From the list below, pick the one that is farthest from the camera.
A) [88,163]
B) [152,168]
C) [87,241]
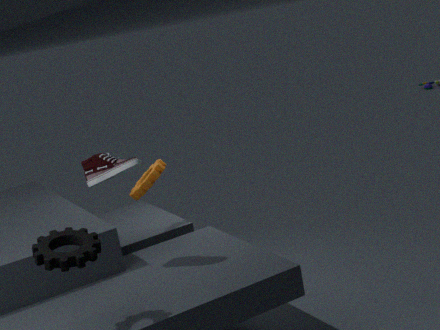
[152,168]
